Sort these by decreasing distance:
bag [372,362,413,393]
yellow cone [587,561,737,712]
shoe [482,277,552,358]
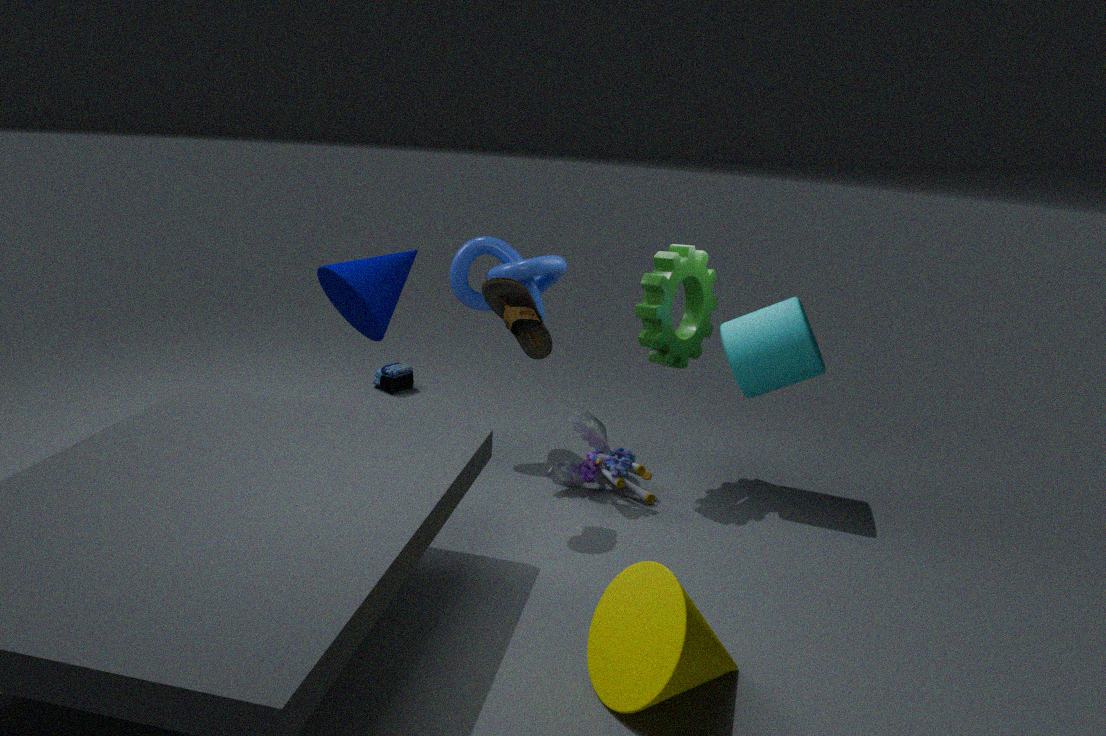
1. bag [372,362,413,393]
2. shoe [482,277,552,358]
3. yellow cone [587,561,737,712]
